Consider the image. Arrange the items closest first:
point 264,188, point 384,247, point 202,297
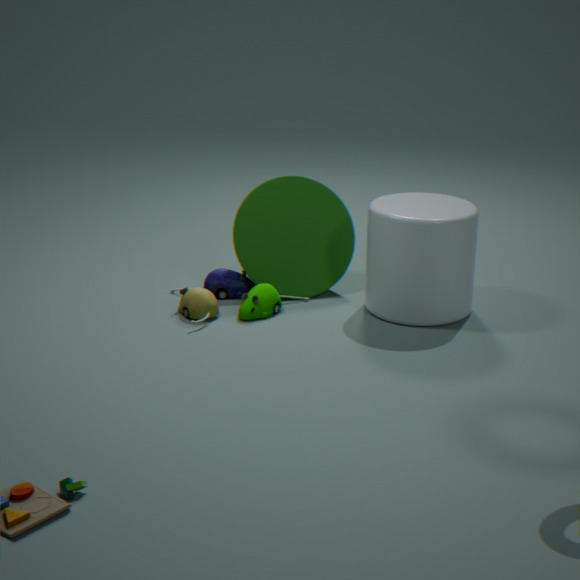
point 384,247 → point 202,297 → point 264,188
